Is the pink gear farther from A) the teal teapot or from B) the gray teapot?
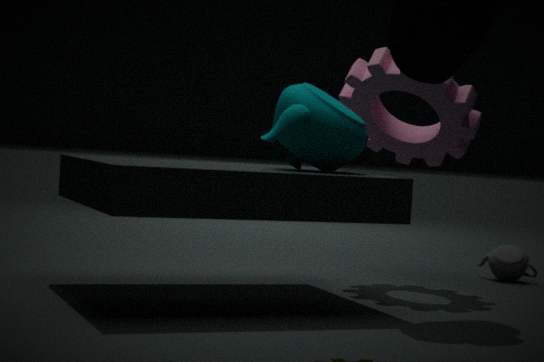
B) the gray teapot
